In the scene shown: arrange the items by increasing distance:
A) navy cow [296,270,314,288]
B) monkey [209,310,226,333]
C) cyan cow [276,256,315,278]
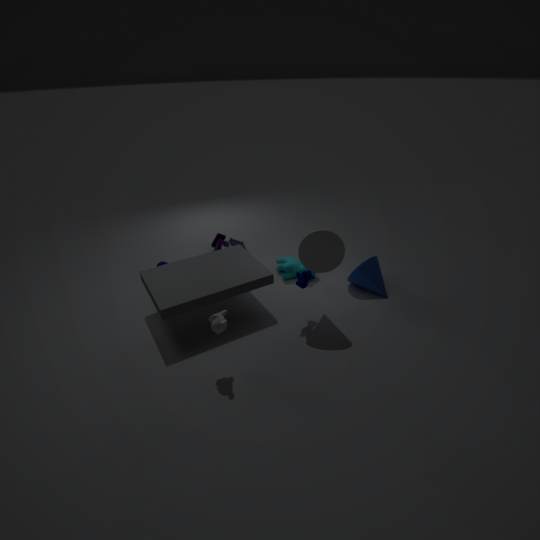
1. monkey [209,310,226,333]
2. navy cow [296,270,314,288]
3. cyan cow [276,256,315,278]
